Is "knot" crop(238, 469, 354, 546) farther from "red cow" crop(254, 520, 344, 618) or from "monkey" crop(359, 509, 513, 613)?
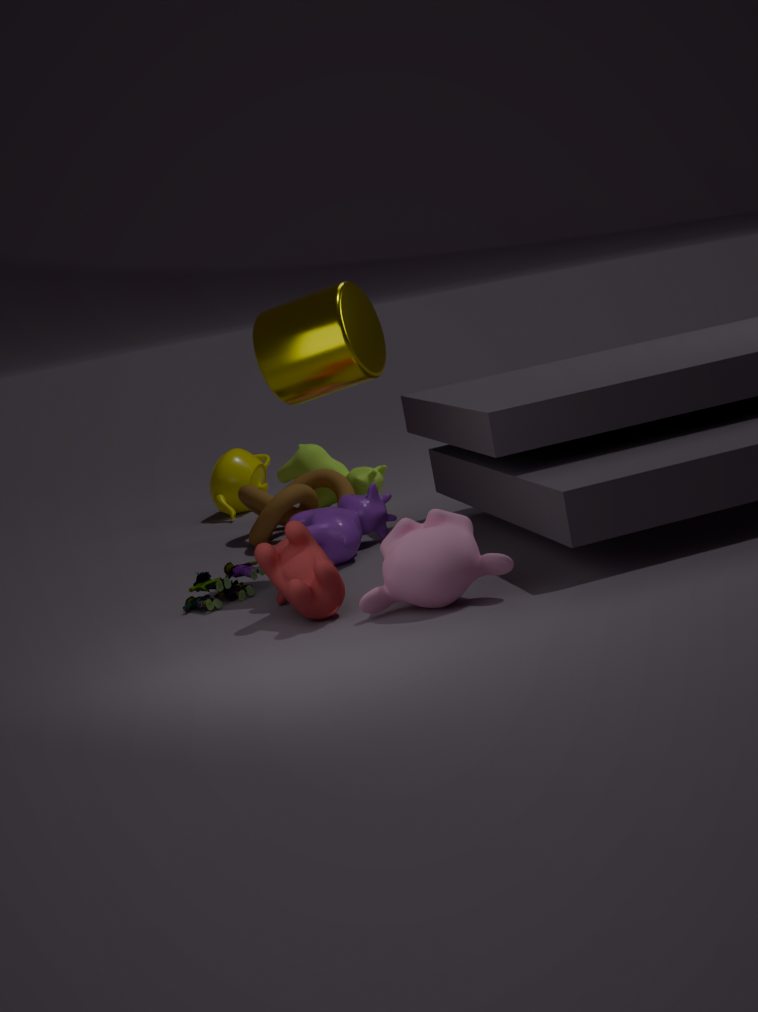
"monkey" crop(359, 509, 513, 613)
